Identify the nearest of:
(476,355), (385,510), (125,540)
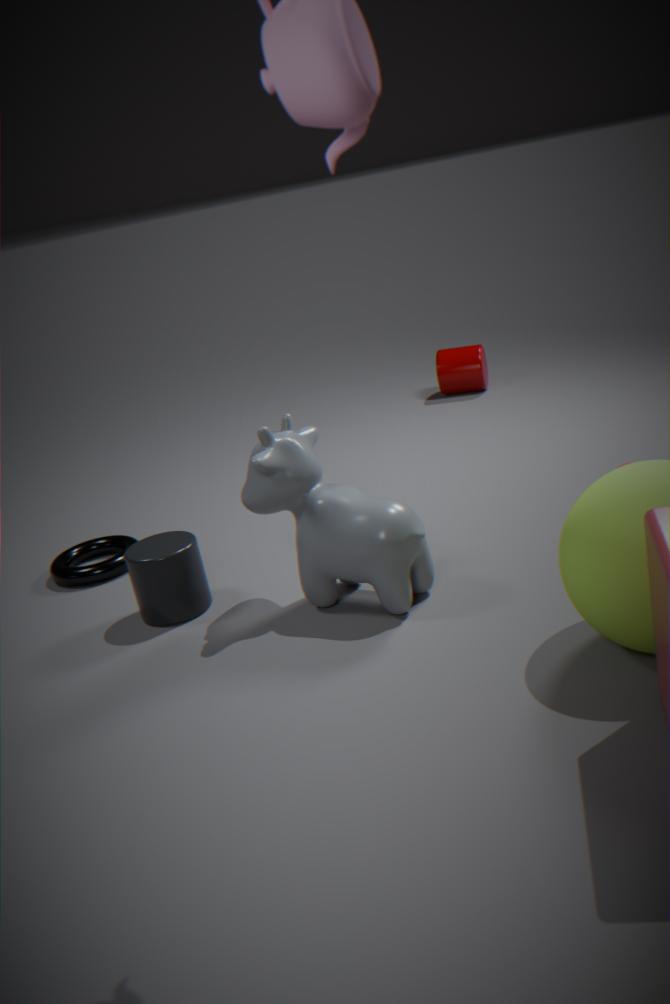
(385,510)
